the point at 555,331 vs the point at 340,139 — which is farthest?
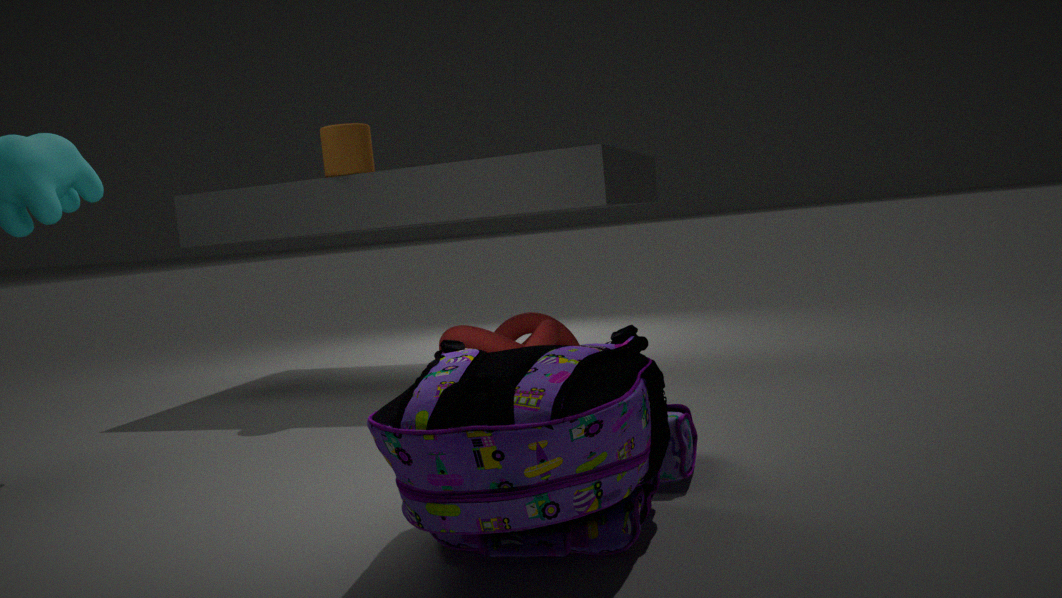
the point at 340,139
